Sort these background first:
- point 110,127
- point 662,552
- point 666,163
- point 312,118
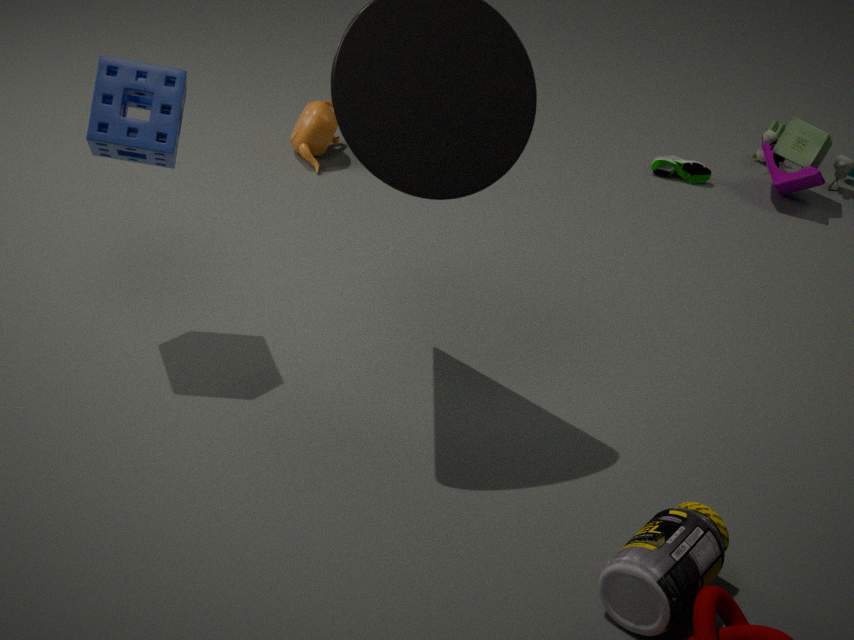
1. point 666,163
2. point 312,118
3. point 110,127
4. point 662,552
